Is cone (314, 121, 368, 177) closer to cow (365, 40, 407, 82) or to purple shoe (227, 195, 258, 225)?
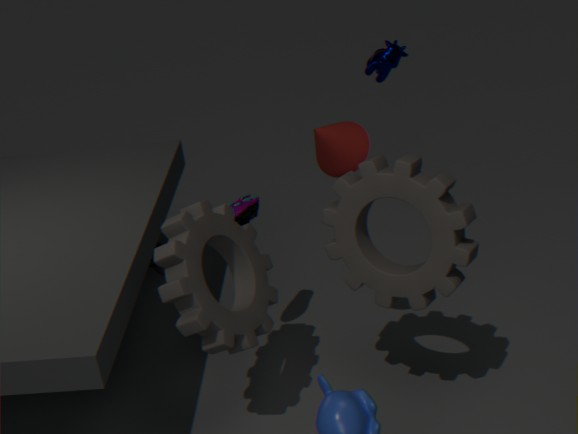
purple shoe (227, 195, 258, 225)
